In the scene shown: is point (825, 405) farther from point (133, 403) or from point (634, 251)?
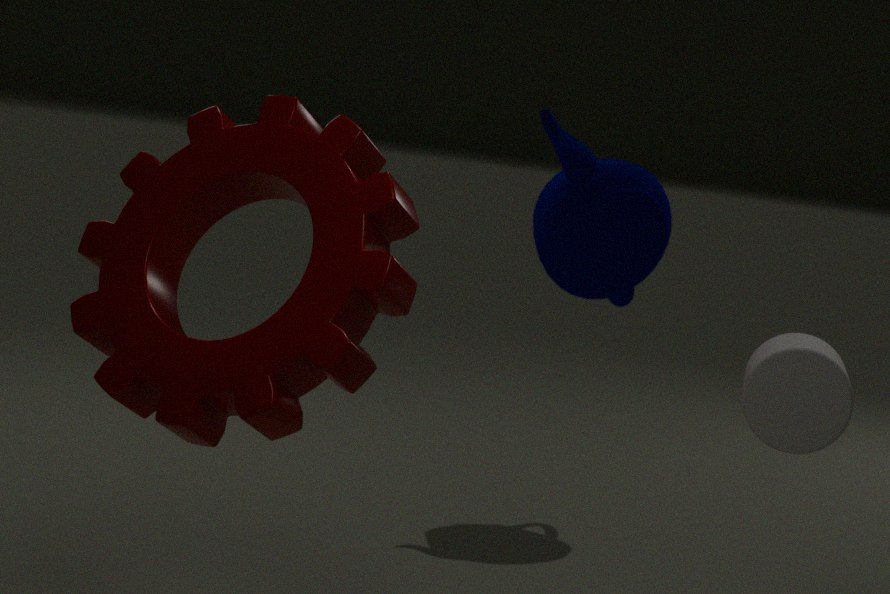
point (634, 251)
